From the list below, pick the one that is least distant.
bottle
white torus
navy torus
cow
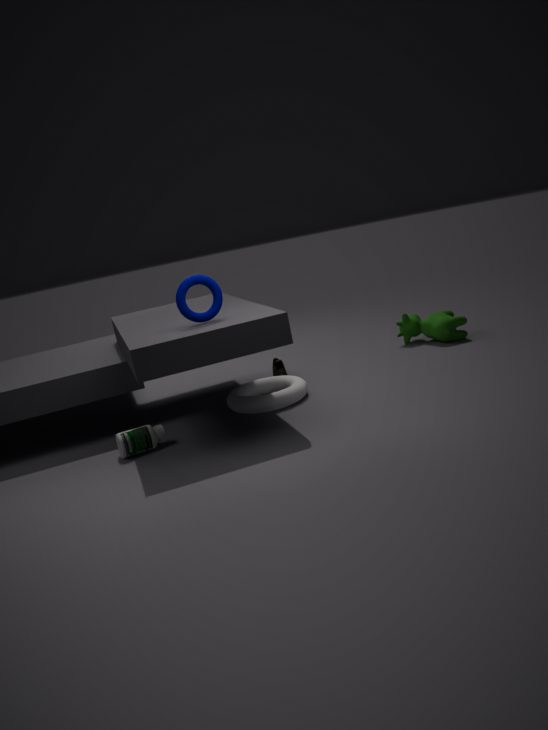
navy torus
